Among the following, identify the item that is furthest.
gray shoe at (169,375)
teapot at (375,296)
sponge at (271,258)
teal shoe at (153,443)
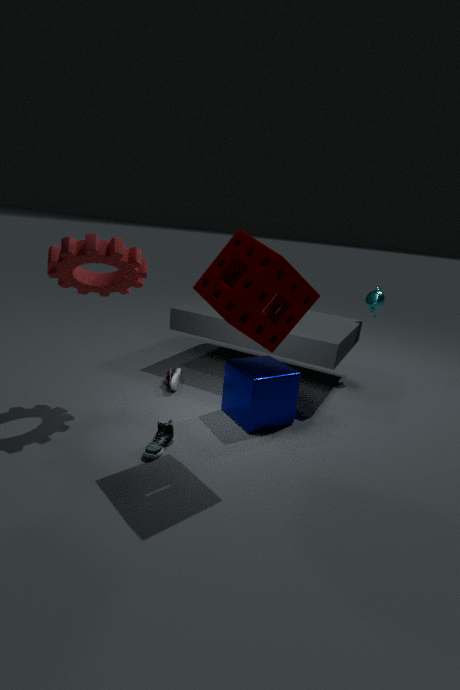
teapot at (375,296)
